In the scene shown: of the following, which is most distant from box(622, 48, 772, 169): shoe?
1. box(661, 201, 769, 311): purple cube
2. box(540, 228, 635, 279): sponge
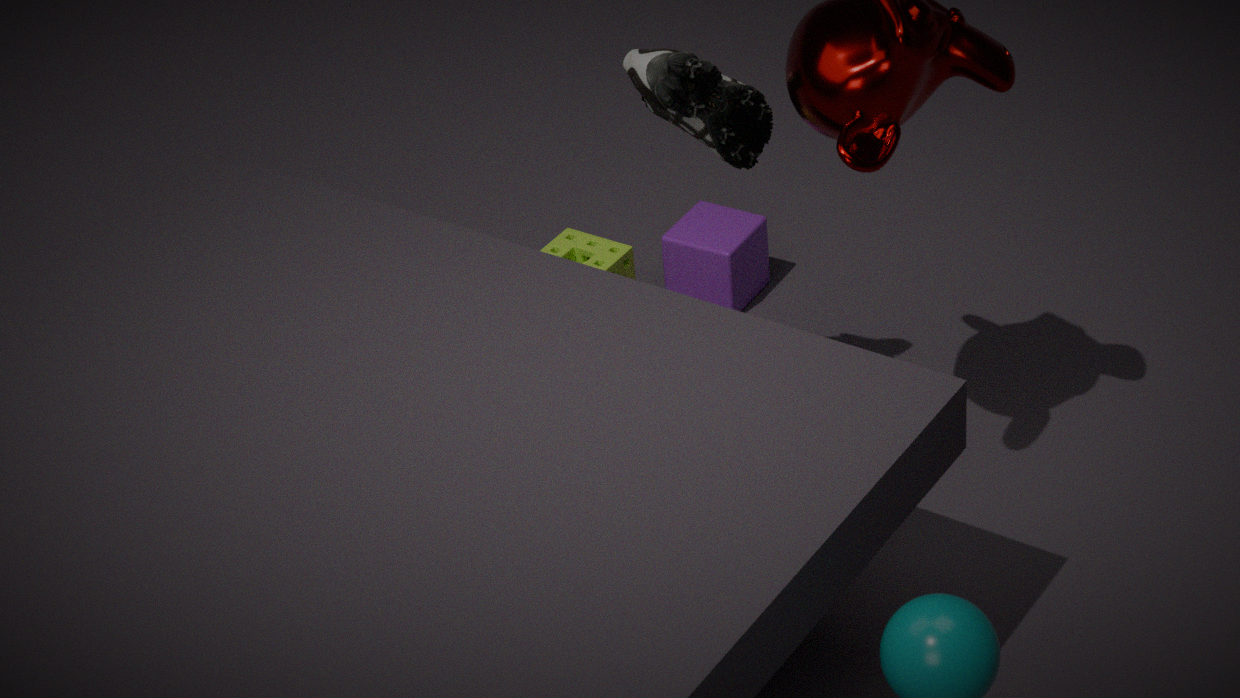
box(540, 228, 635, 279): sponge
